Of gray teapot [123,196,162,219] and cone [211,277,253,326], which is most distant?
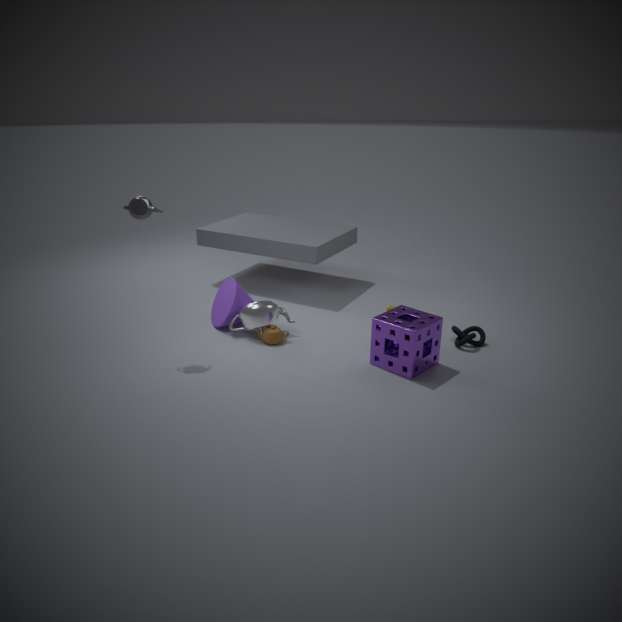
cone [211,277,253,326]
